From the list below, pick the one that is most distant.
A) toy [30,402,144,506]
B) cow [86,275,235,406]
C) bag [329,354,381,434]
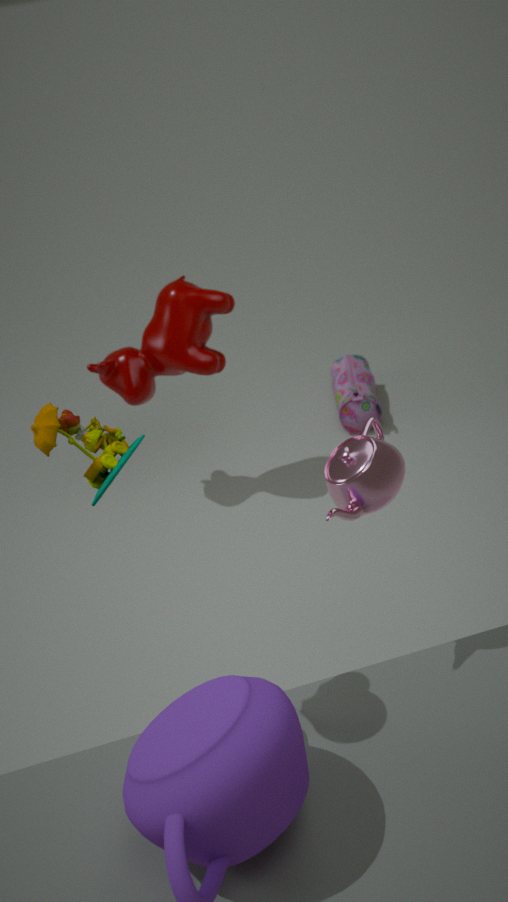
bag [329,354,381,434]
